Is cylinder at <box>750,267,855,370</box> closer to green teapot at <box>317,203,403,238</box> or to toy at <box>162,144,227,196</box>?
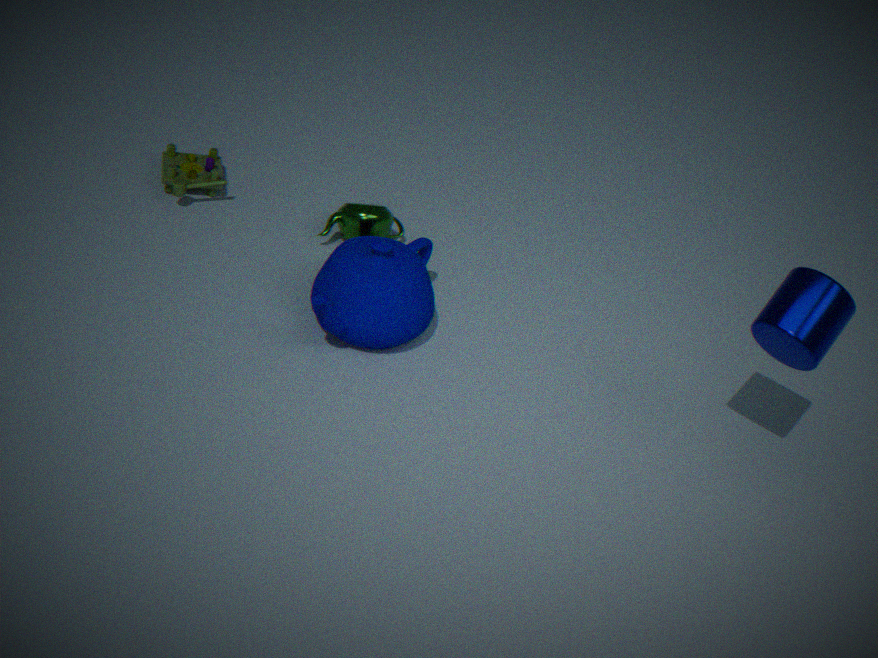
green teapot at <box>317,203,403,238</box>
